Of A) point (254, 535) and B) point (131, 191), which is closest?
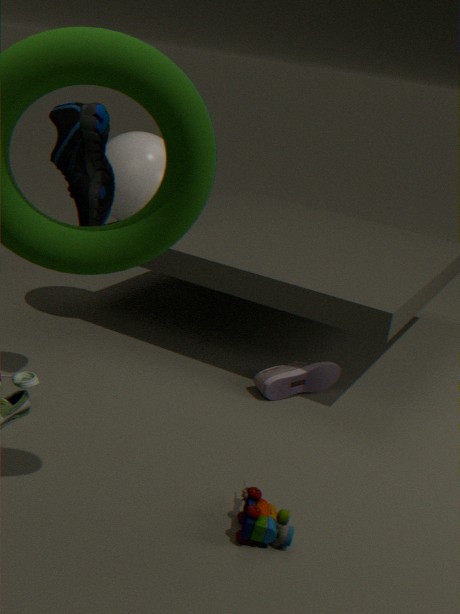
A. point (254, 535)
